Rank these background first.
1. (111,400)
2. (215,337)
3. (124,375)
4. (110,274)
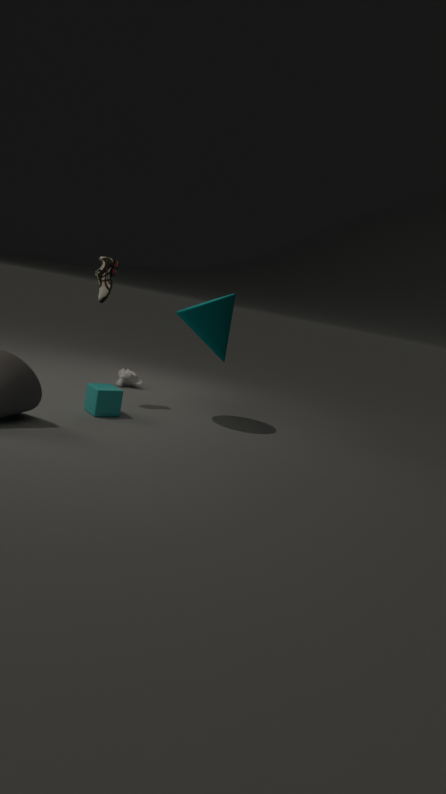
1. (124,375)
2. (110,274)
3. (215,337)
4. (111,400)
